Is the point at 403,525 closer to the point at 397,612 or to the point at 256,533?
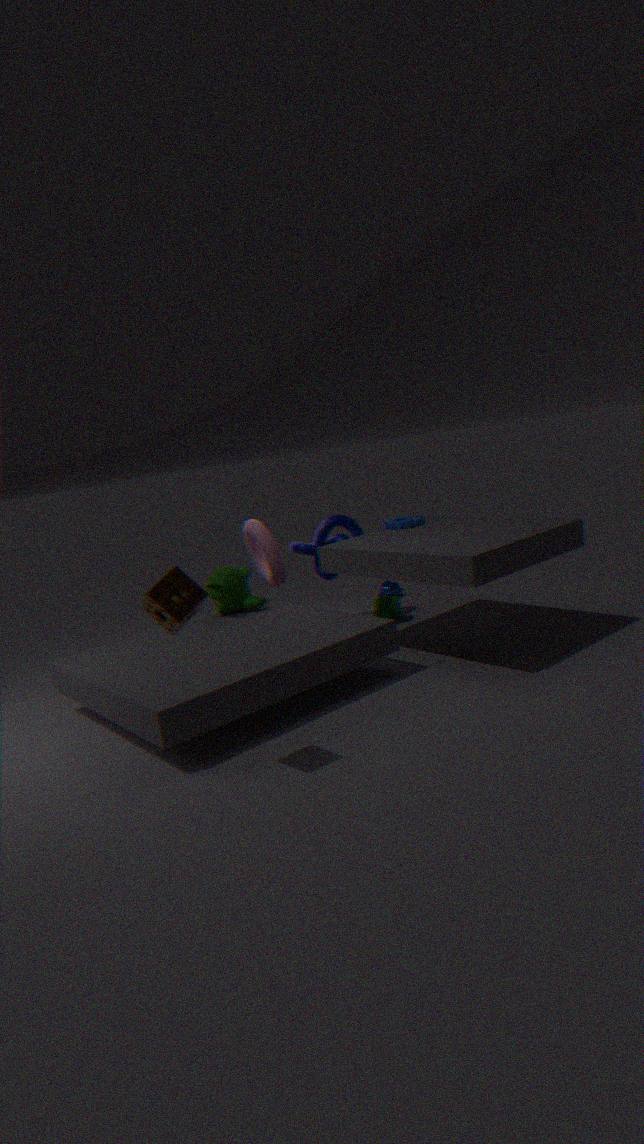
the point at 397,612
